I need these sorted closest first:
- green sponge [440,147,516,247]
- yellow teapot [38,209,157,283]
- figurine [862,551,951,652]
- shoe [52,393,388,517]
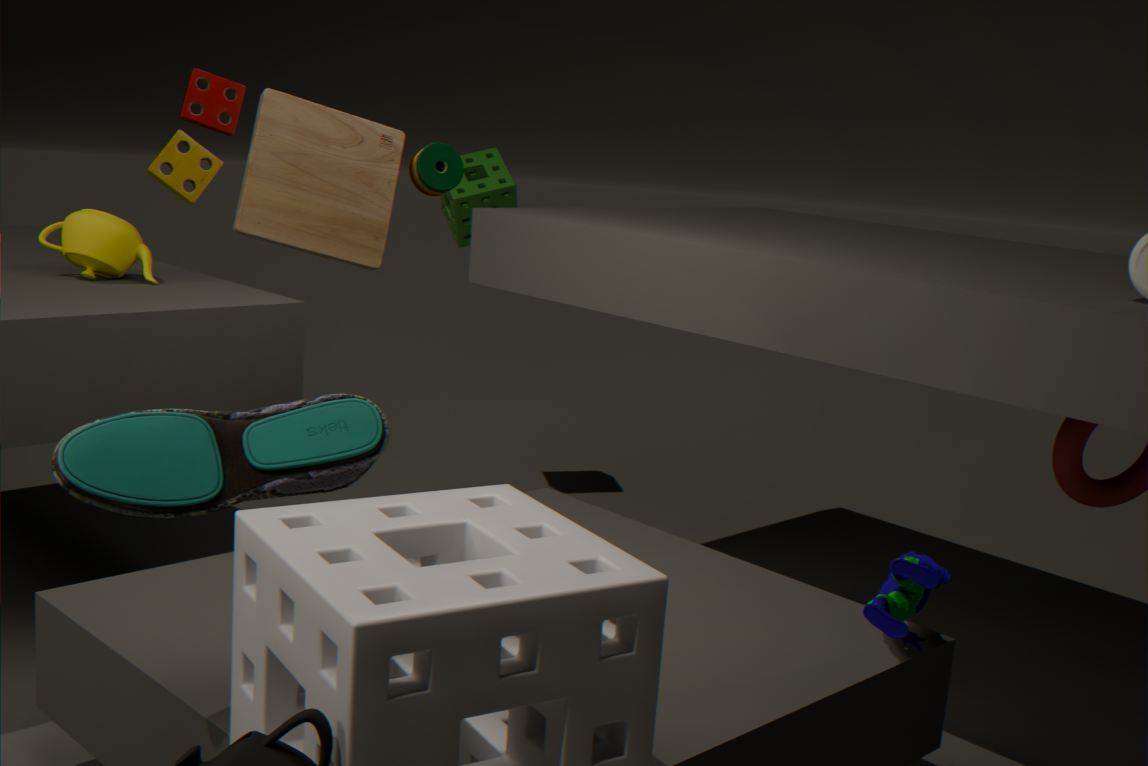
shoe [52,393,388,517]
figurine [862,551,951,652]
yellow teapot [38,209,157,283]
green sponge [440,147,516,247]
